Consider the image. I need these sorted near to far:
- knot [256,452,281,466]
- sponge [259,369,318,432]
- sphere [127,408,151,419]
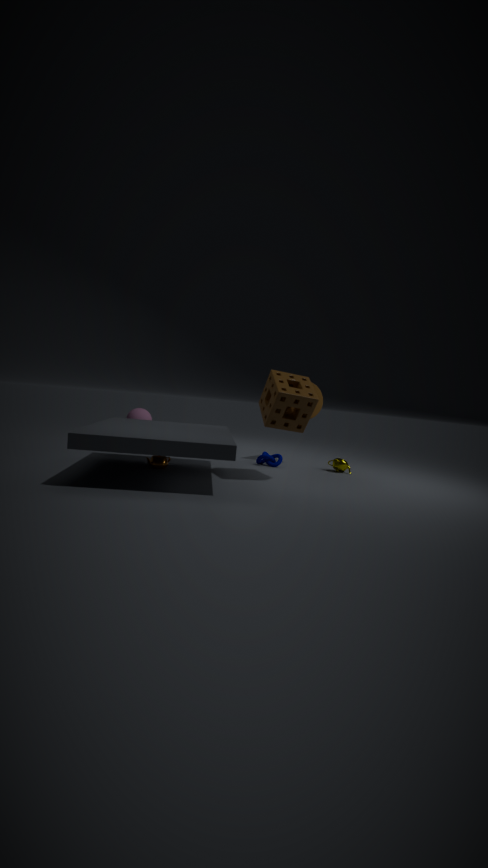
sponge [259,369,318,432] → knot [256,452,281,466] → sphere [127,408,151,419]
